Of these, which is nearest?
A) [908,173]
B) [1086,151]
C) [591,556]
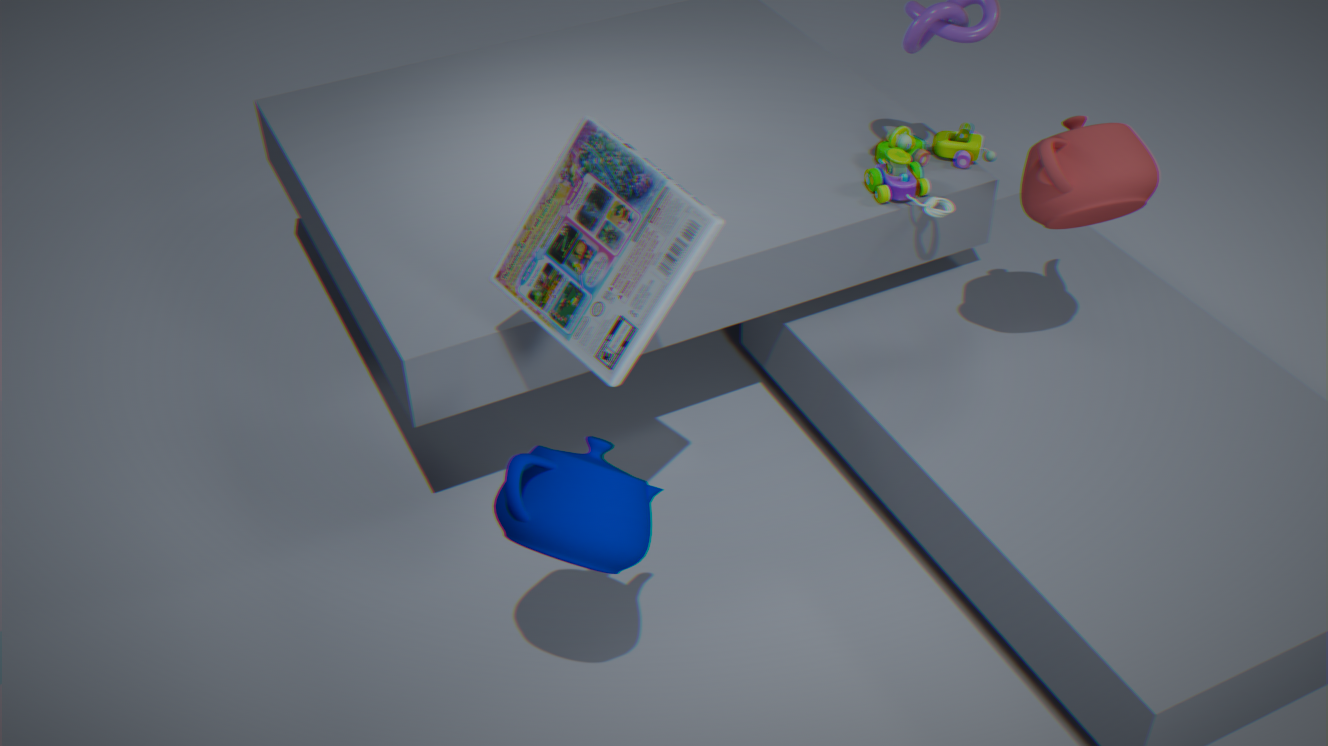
[591,556]
